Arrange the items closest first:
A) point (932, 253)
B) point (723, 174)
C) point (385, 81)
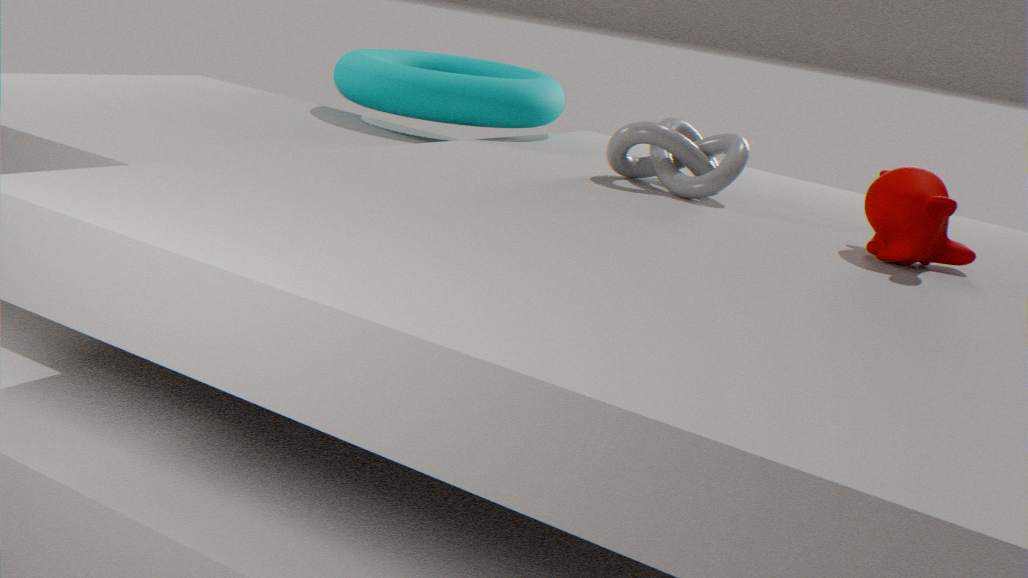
1. point (932, 253)
2. point (723, 174)
3. point (385, 81)
